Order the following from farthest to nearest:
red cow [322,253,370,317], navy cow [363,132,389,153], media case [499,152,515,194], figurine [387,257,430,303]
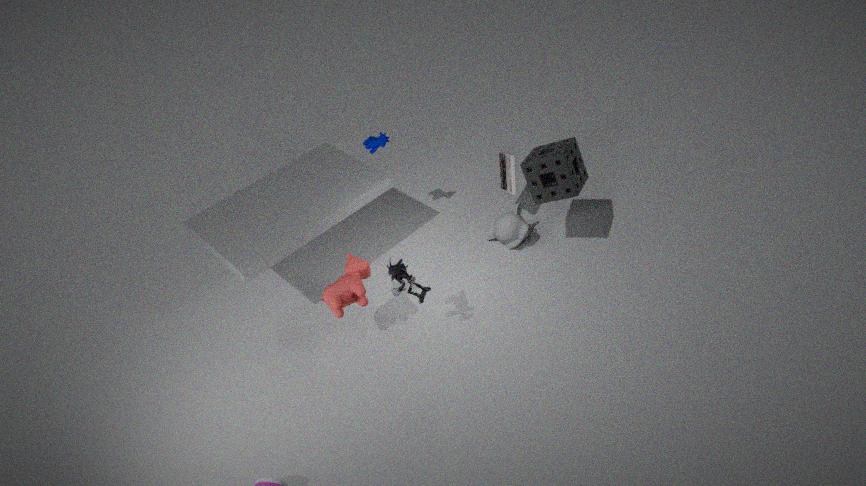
media case [499,152,515,194]
navy cow [363,132,389,153]
red cow [322,253,370,317]
figurine [387,257,430,303]
